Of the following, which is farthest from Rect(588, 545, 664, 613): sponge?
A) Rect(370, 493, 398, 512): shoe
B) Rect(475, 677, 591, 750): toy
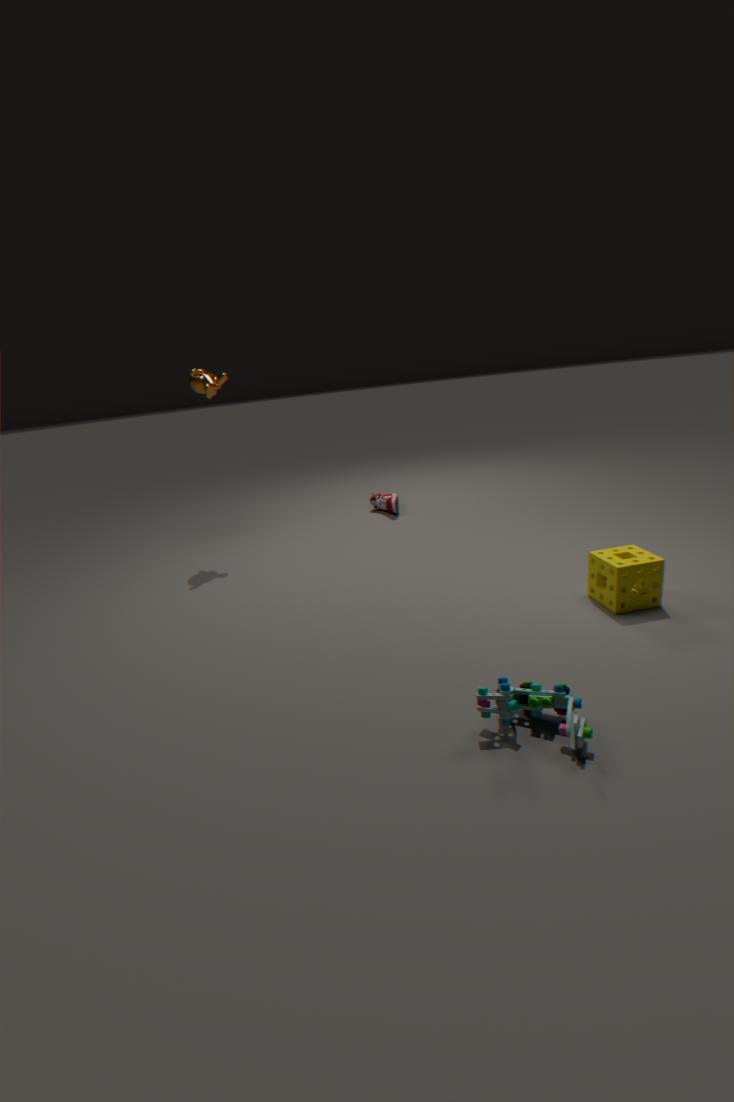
Rect(370, 493, 398, 512): shoe
